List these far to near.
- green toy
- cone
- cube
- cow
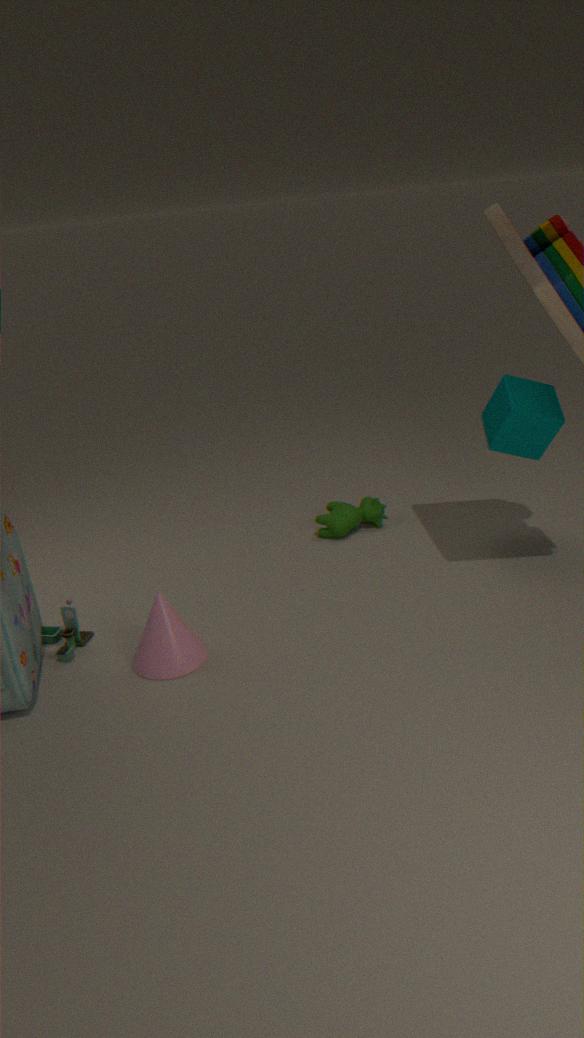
cow < cube < green toy < cone
